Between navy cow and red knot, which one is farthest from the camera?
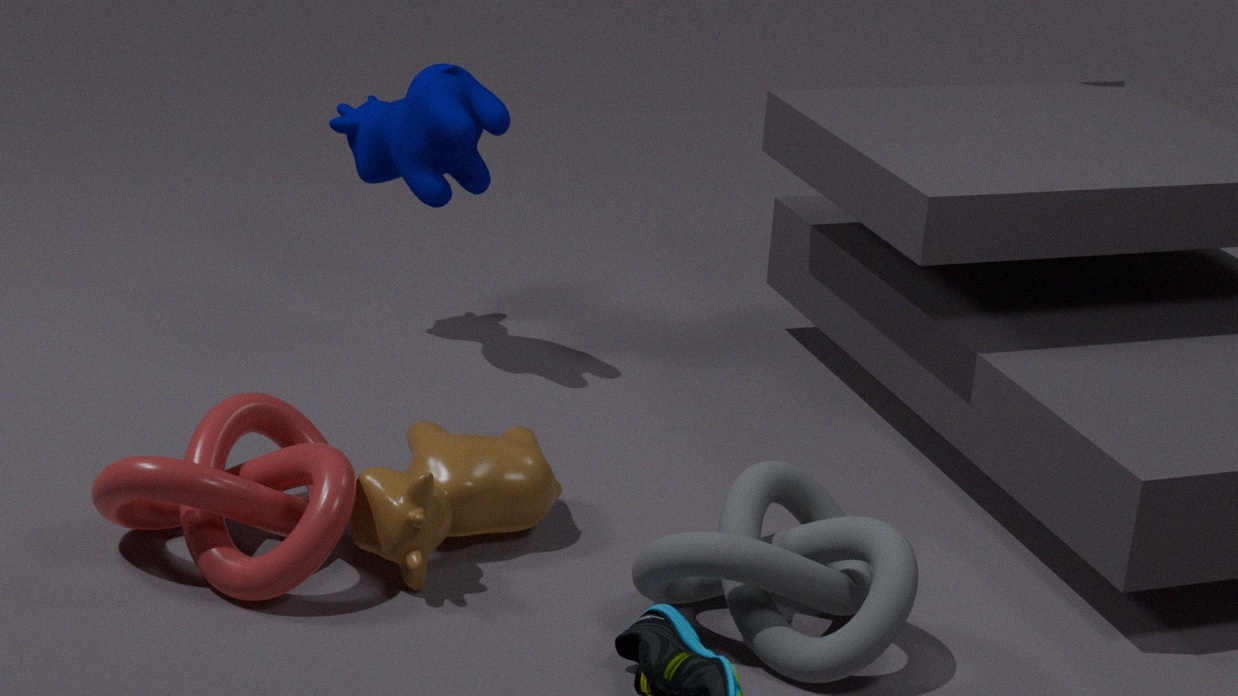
navy cow
